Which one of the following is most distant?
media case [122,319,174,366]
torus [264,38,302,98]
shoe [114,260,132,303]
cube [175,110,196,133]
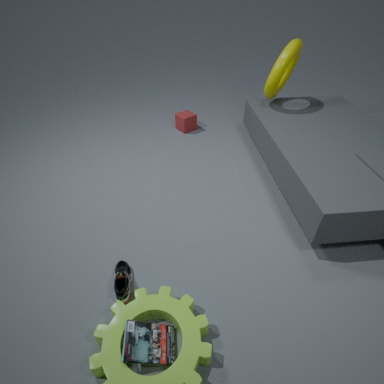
cube [175,110,196,133]
